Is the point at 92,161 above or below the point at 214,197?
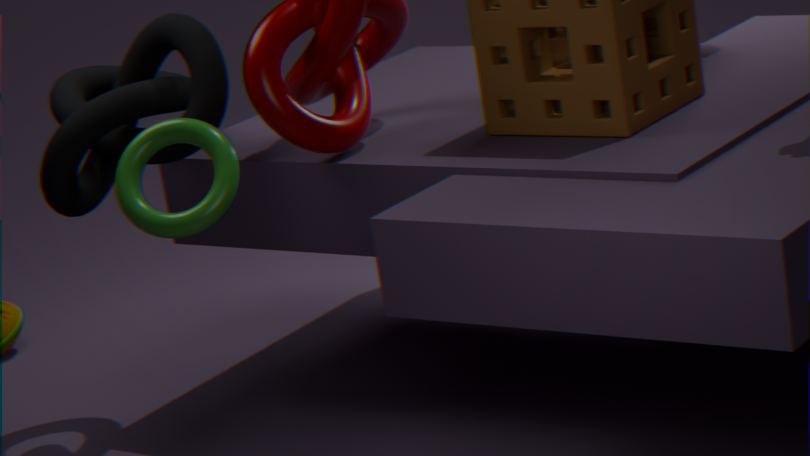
above
